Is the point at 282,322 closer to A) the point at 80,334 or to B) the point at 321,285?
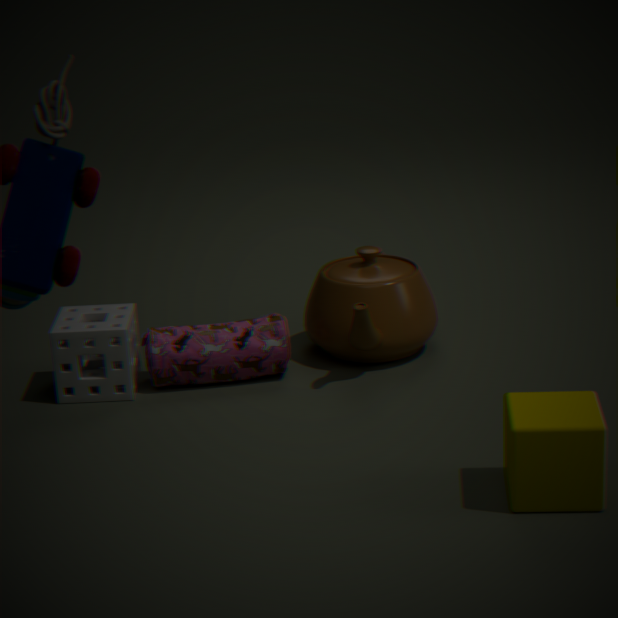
A) the point at 80,334
